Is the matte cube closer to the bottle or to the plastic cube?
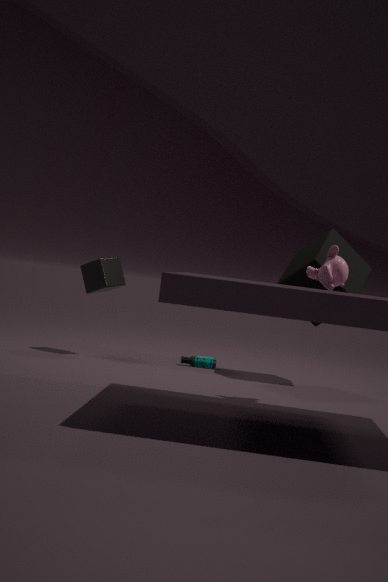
the bottle
